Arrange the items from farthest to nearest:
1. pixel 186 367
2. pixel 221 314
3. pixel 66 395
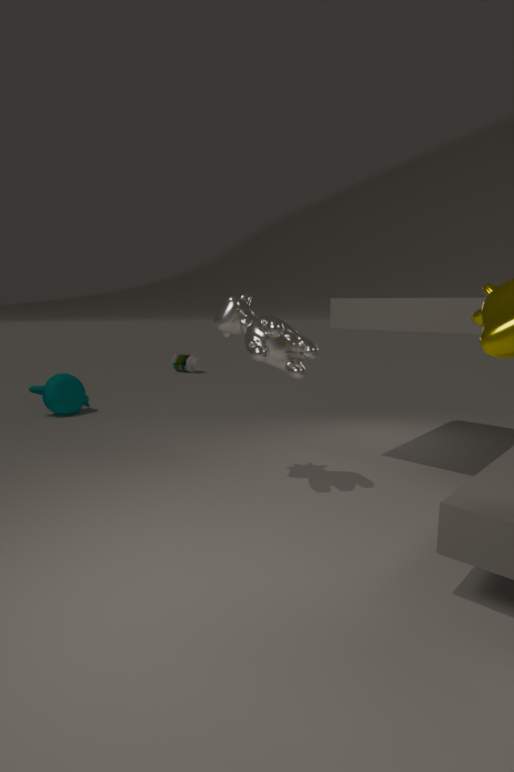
pixel 186 367 → pixel 66 395 → pixel 221 314
